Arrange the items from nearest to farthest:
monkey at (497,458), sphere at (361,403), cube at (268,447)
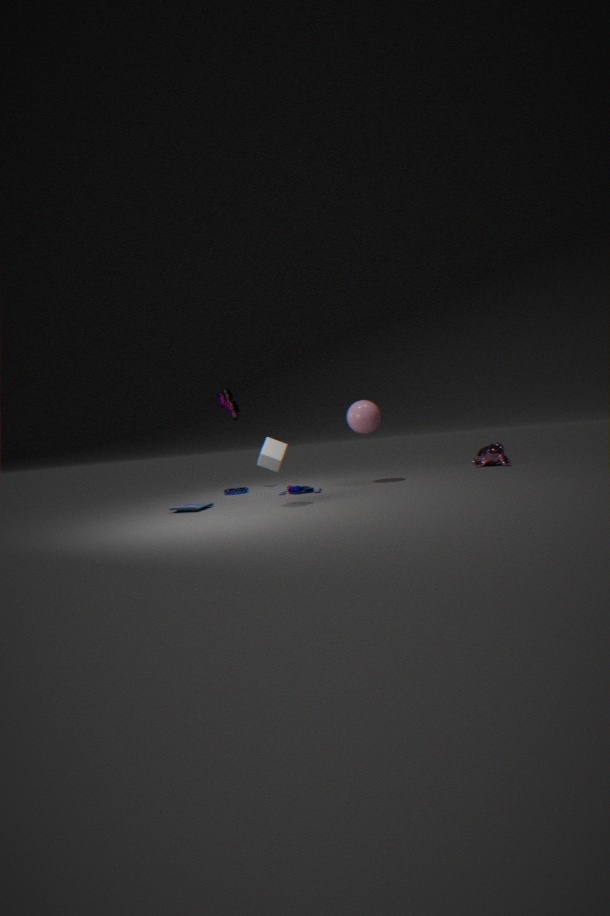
cube at (268,447) < sphere at (361,403) < monkey at (497,458)
